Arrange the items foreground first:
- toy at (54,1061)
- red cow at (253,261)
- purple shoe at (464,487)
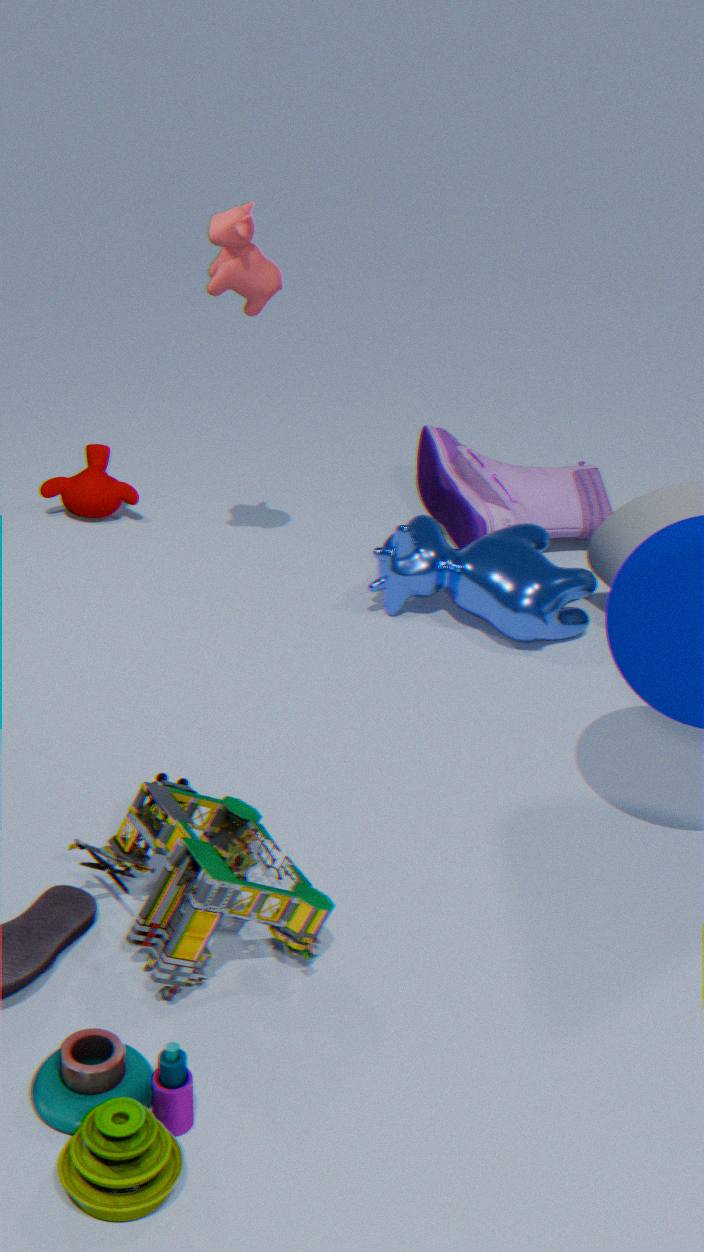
toy at (54,1061), red cow at (253,261), purple shoe at (464,487)
